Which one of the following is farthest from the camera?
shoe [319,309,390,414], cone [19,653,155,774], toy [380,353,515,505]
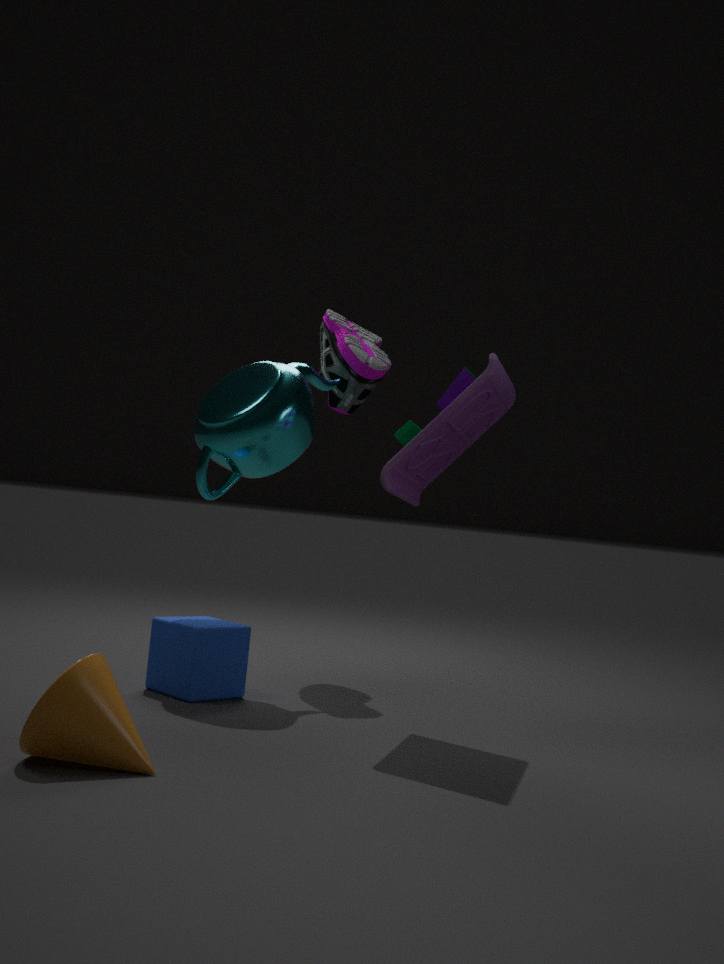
shoe [319,309,390,414]
